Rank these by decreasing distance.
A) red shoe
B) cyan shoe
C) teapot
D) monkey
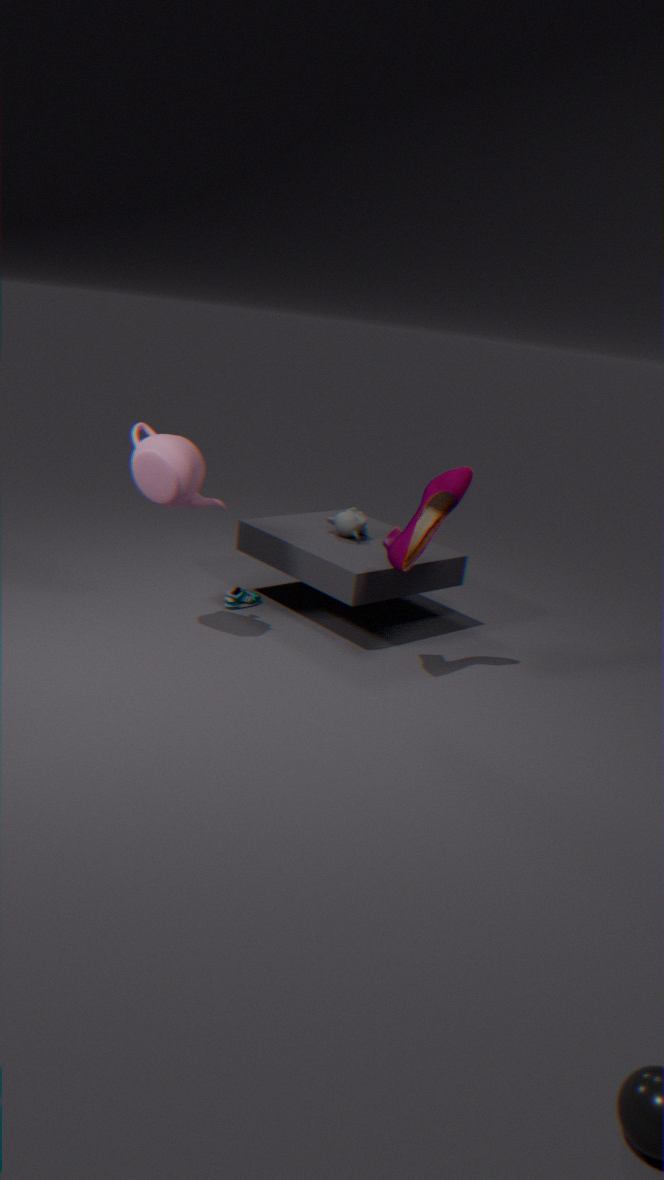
monkey
cyan shoe
teapot
red shoe
